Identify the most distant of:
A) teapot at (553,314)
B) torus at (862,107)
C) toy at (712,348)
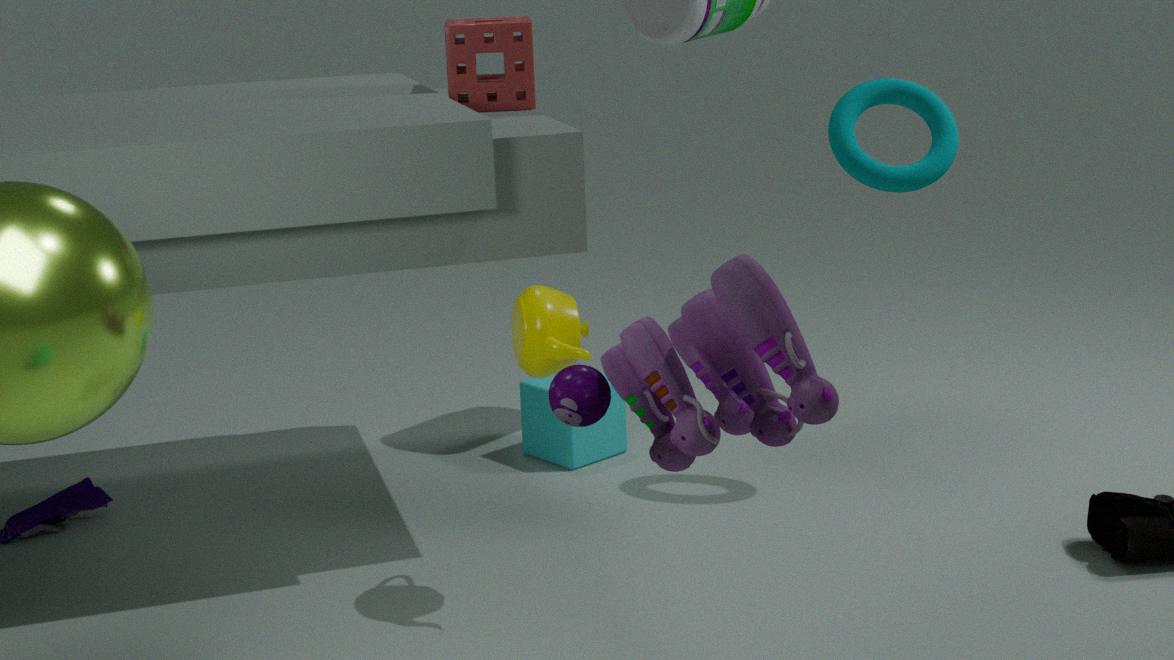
torus at (862,107)
